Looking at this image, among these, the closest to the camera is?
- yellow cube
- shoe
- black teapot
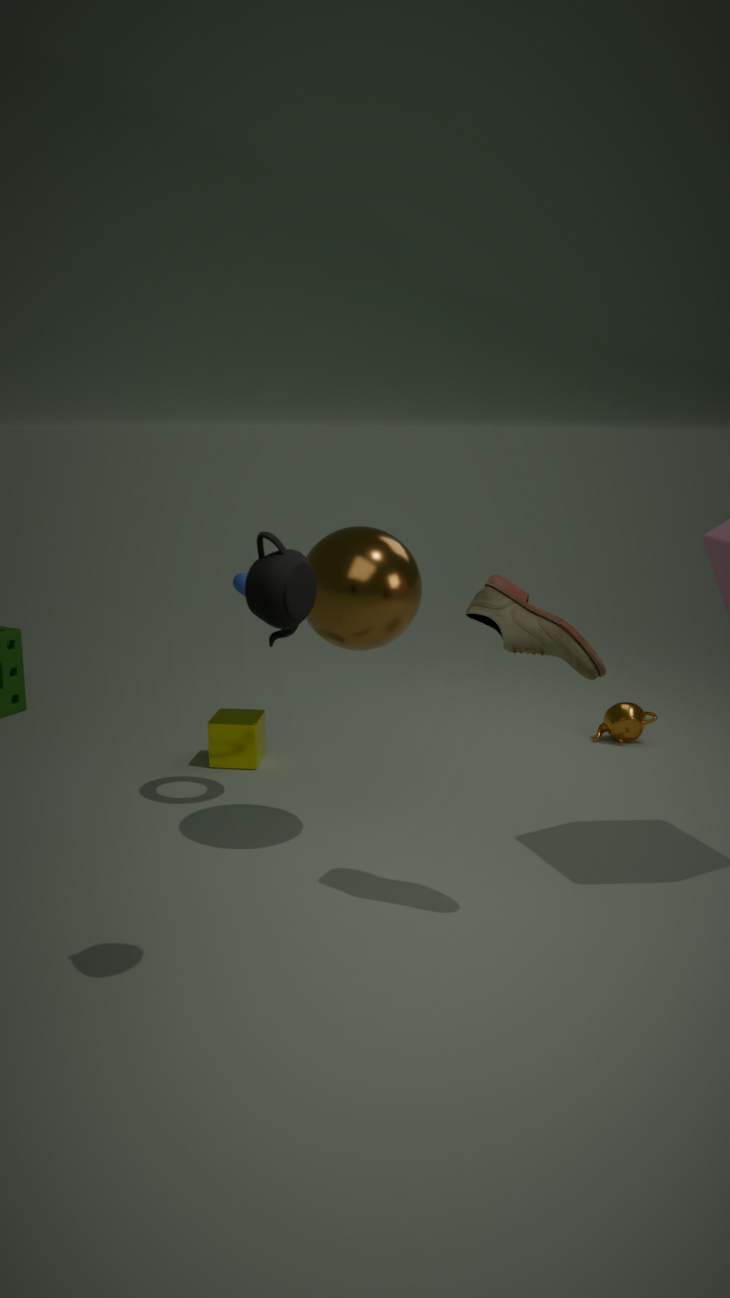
black teapot
